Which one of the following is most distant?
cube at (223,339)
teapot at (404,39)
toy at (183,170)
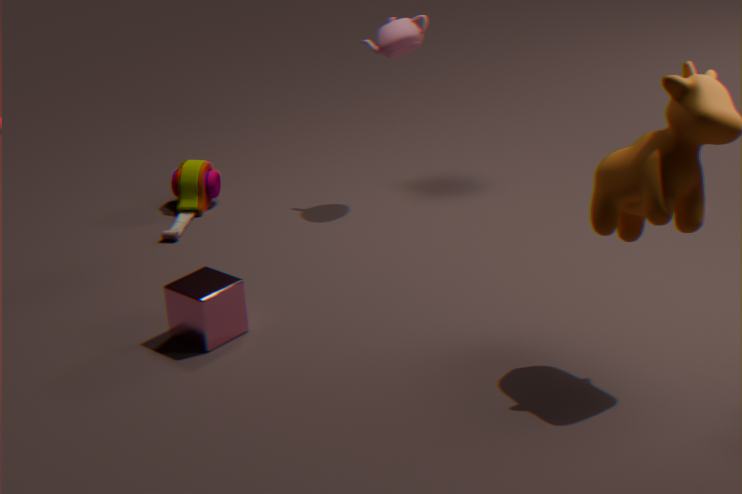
toy at (183,170)
